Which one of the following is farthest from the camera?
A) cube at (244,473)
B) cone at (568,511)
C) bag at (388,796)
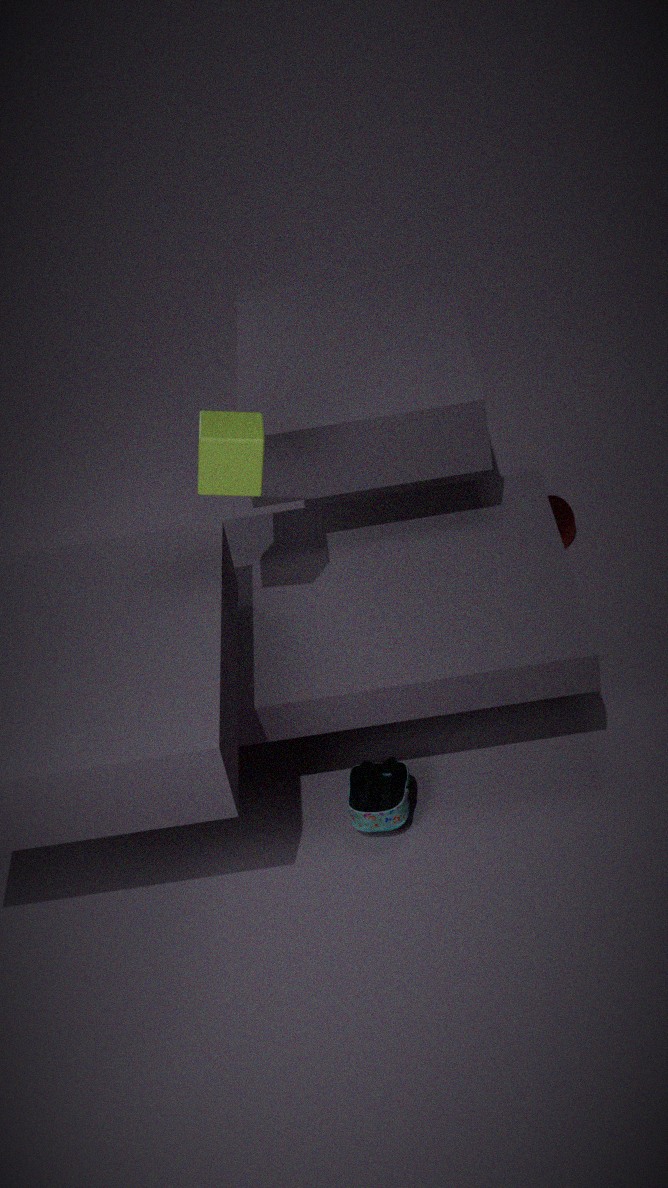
cone at (568,511)
